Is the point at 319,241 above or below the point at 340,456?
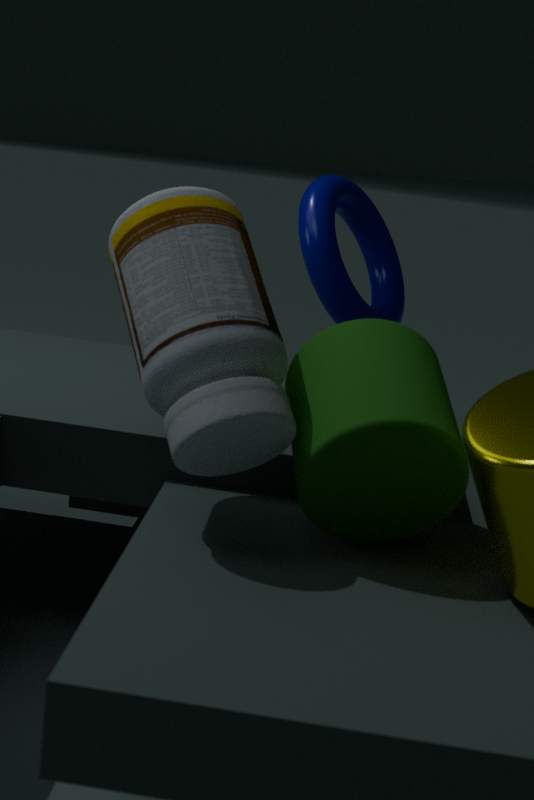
above
